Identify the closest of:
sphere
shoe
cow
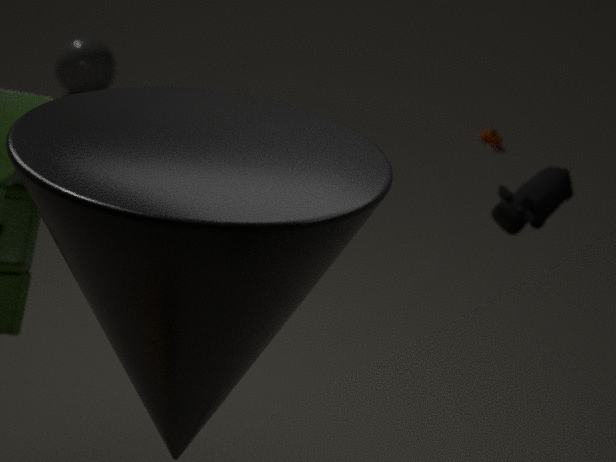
cow
